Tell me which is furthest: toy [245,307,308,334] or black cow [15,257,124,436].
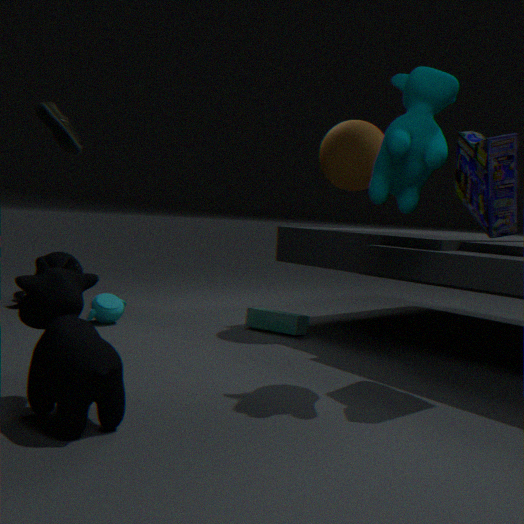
toy [245,307,308,334]
